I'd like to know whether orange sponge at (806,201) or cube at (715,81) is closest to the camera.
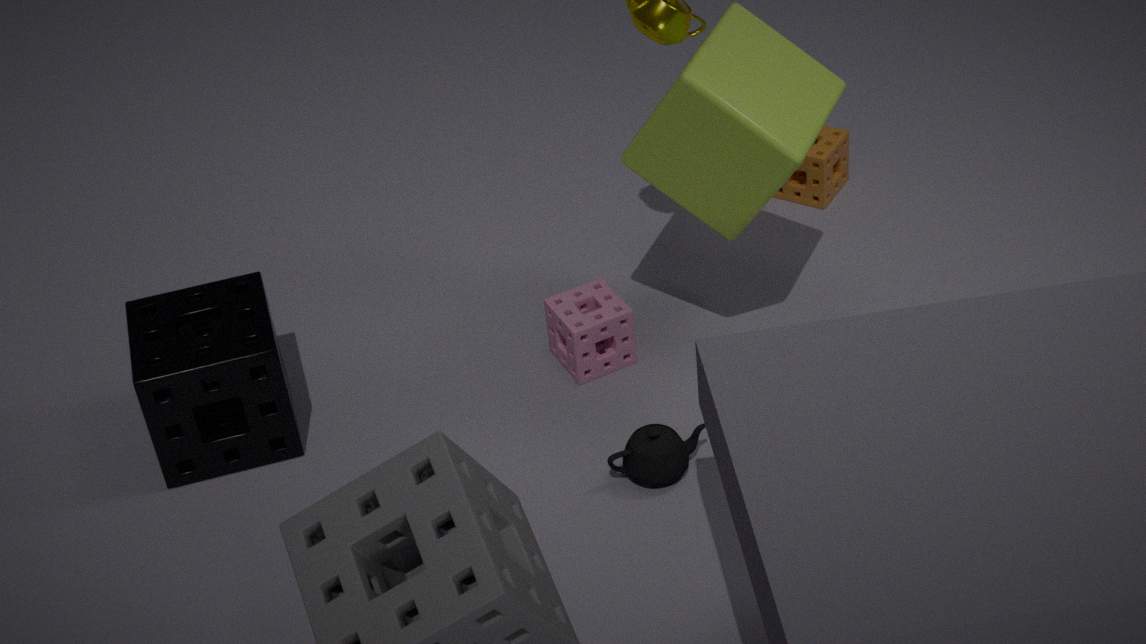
cube at (715,81)
